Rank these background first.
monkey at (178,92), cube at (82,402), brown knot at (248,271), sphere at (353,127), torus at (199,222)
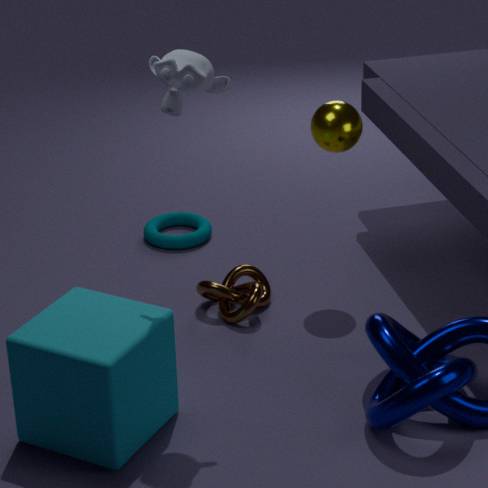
torus at (199,222) < brown knot at (248,271) < sphere at (353,127) < monkey at (178,92) < cube at (82,402)
